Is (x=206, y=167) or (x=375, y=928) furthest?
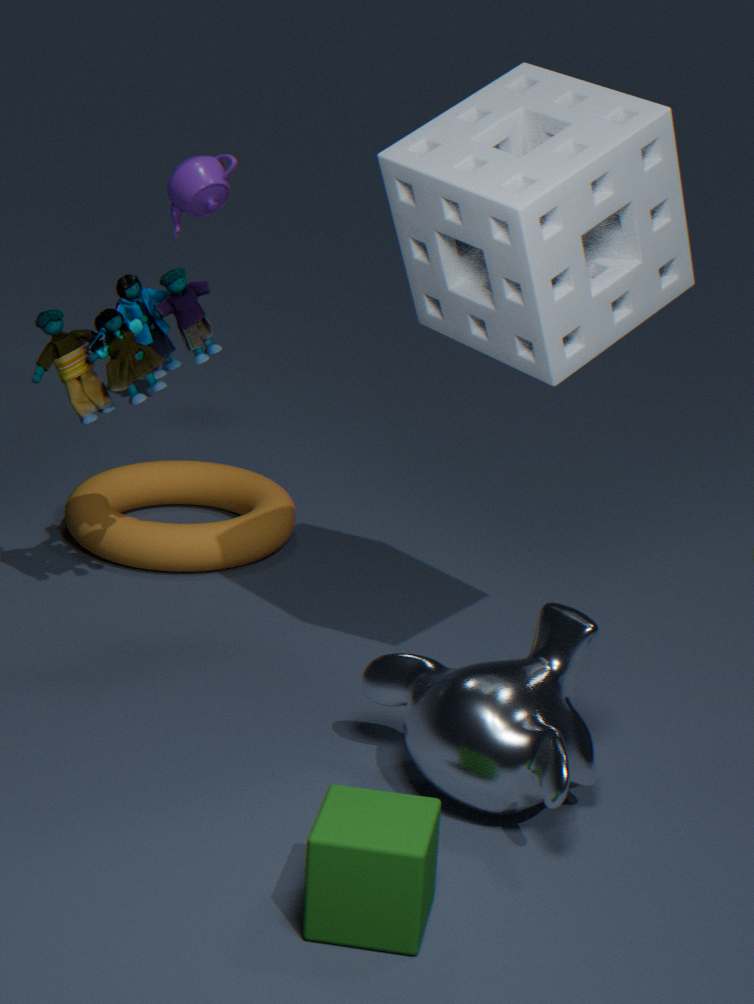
(x=206, y=167)
